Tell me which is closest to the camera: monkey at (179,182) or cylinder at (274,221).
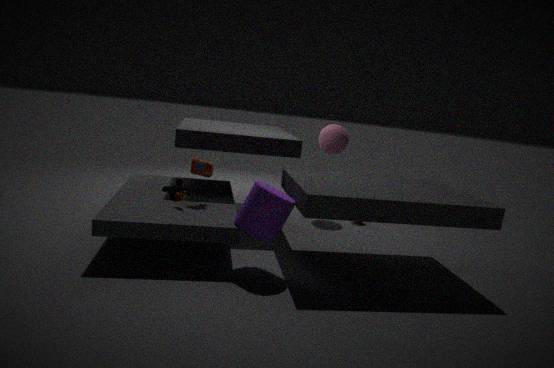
cylinder at (274,221)
